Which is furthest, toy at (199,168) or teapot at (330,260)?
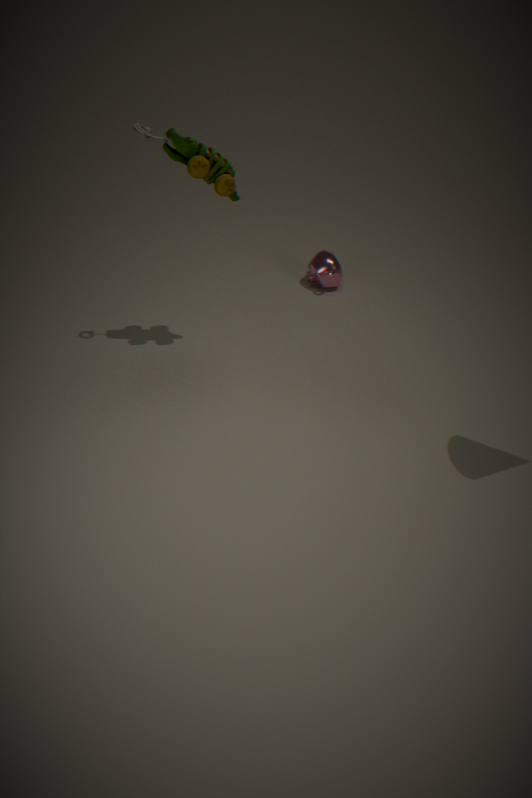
teapot at (330,260)
